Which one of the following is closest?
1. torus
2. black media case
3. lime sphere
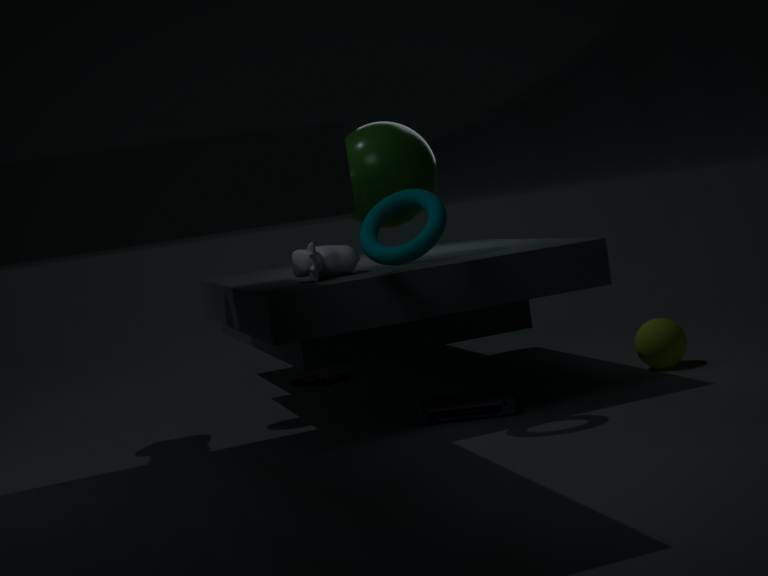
torus
